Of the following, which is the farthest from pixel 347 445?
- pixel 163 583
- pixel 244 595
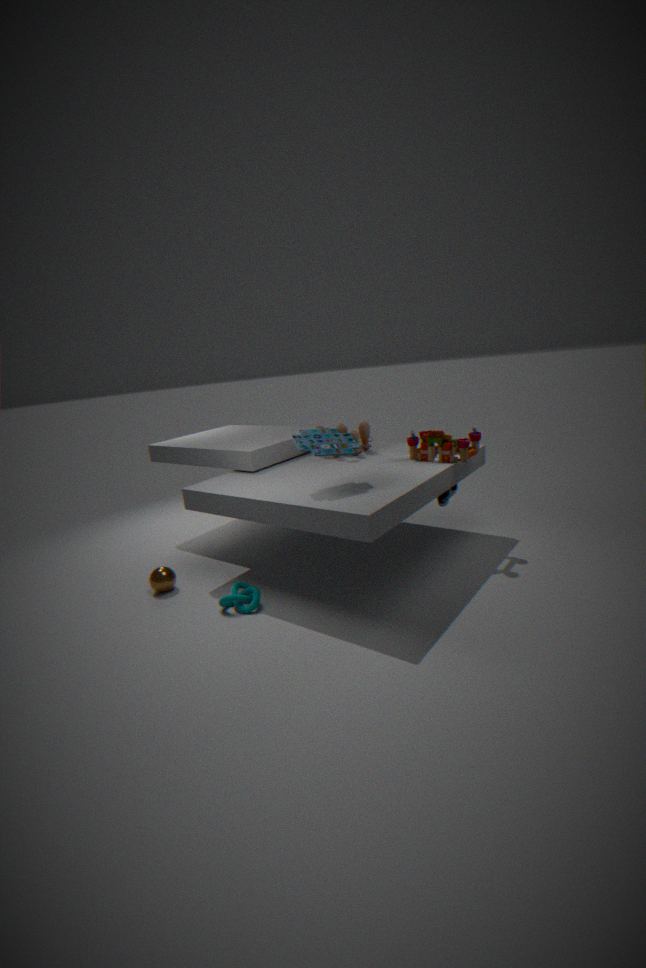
pixel 163 583
